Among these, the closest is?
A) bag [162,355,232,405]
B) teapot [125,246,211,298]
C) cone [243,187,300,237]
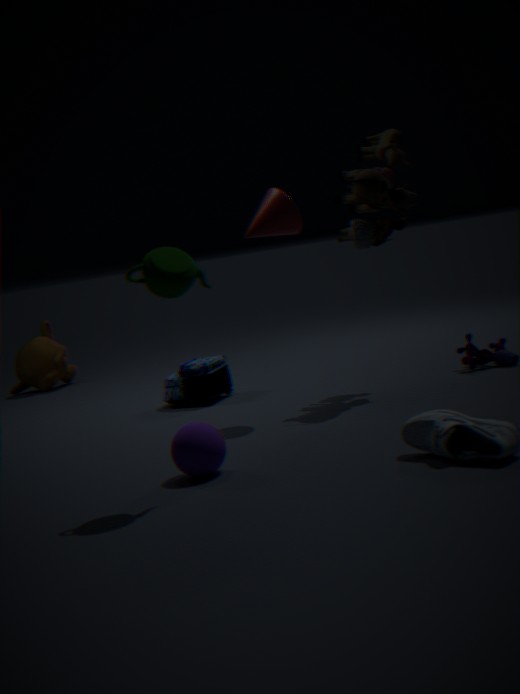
B. teapot [125,246,211,298]
